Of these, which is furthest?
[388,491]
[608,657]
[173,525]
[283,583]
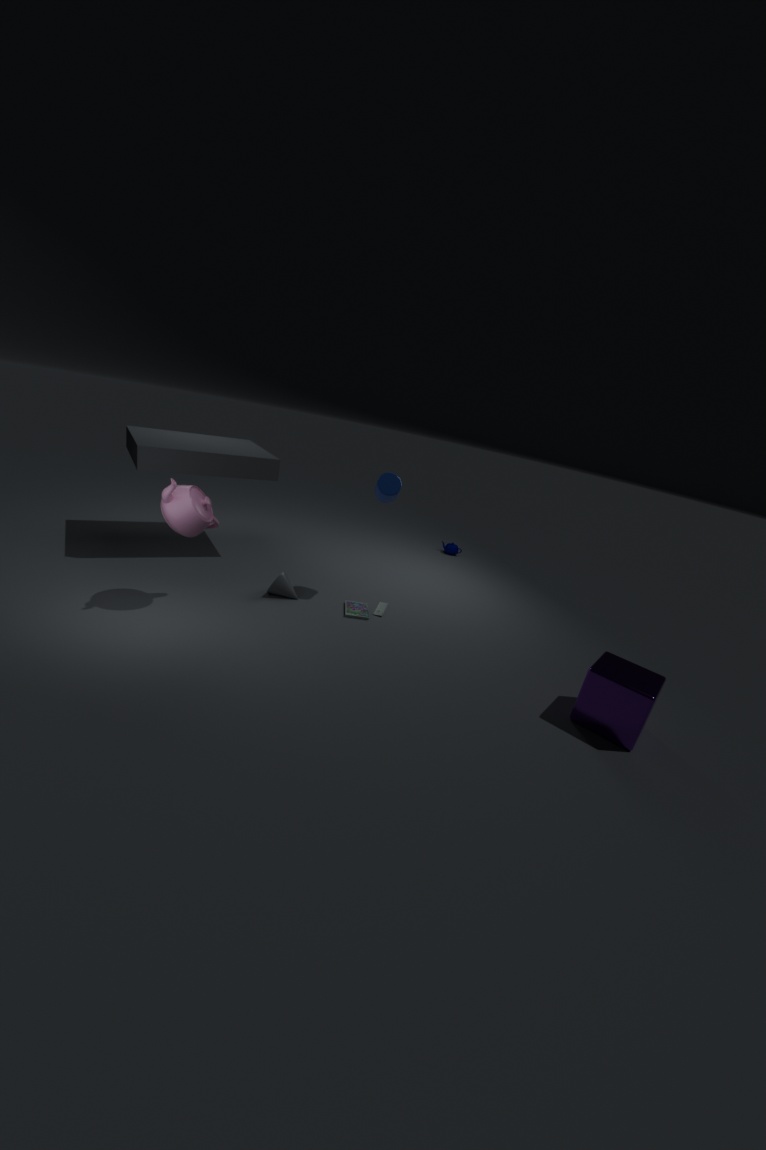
[283,583]
